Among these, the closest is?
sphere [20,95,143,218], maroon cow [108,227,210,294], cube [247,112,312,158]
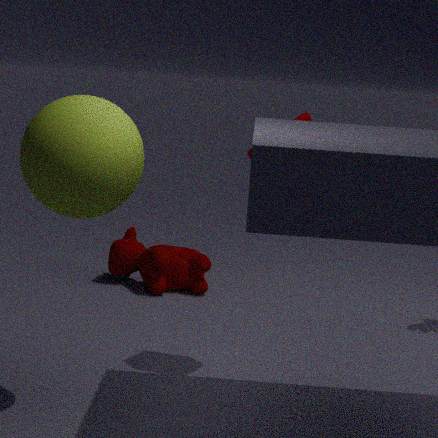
sphere [20,95,143,218]
